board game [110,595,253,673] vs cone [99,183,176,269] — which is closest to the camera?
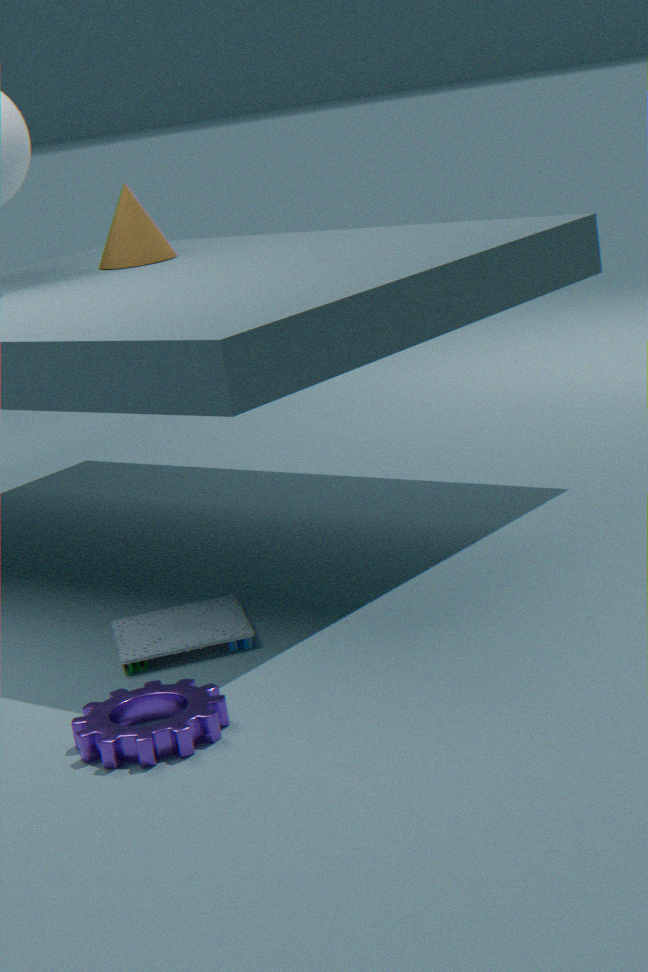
board game [110,595,253,673]
